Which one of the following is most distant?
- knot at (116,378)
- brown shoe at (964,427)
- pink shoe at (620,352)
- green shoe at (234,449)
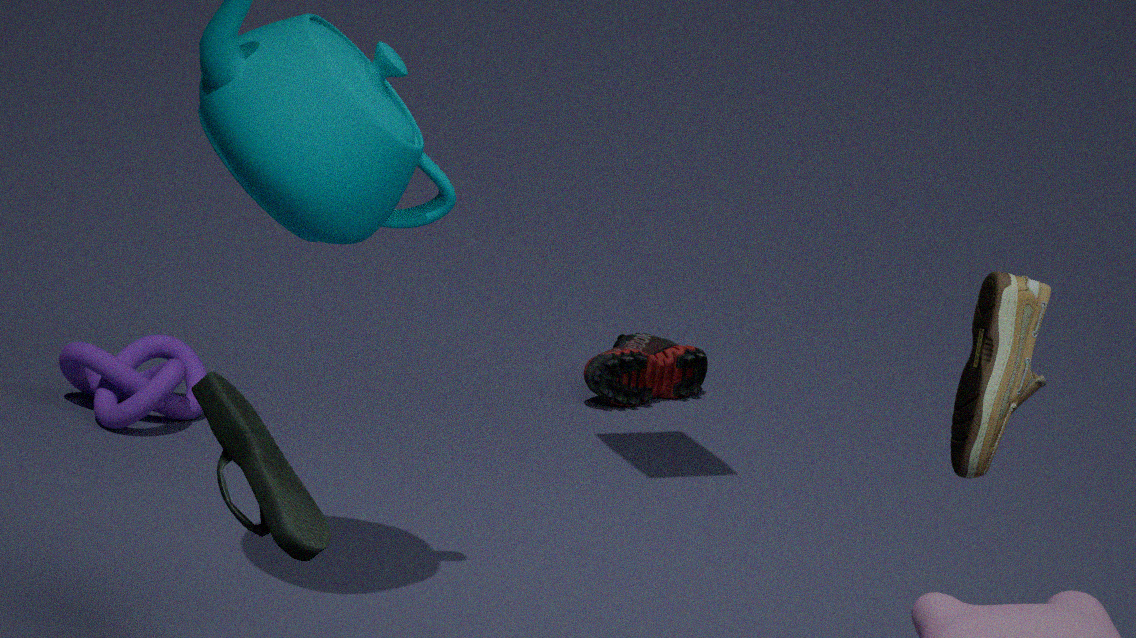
pink shoe at (620,352)
